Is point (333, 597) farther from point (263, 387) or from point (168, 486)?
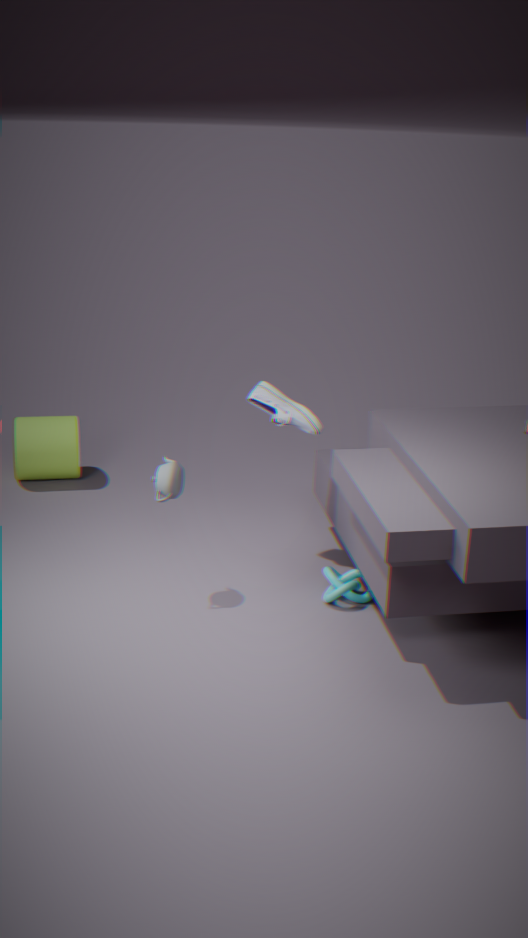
point (168, 486)
